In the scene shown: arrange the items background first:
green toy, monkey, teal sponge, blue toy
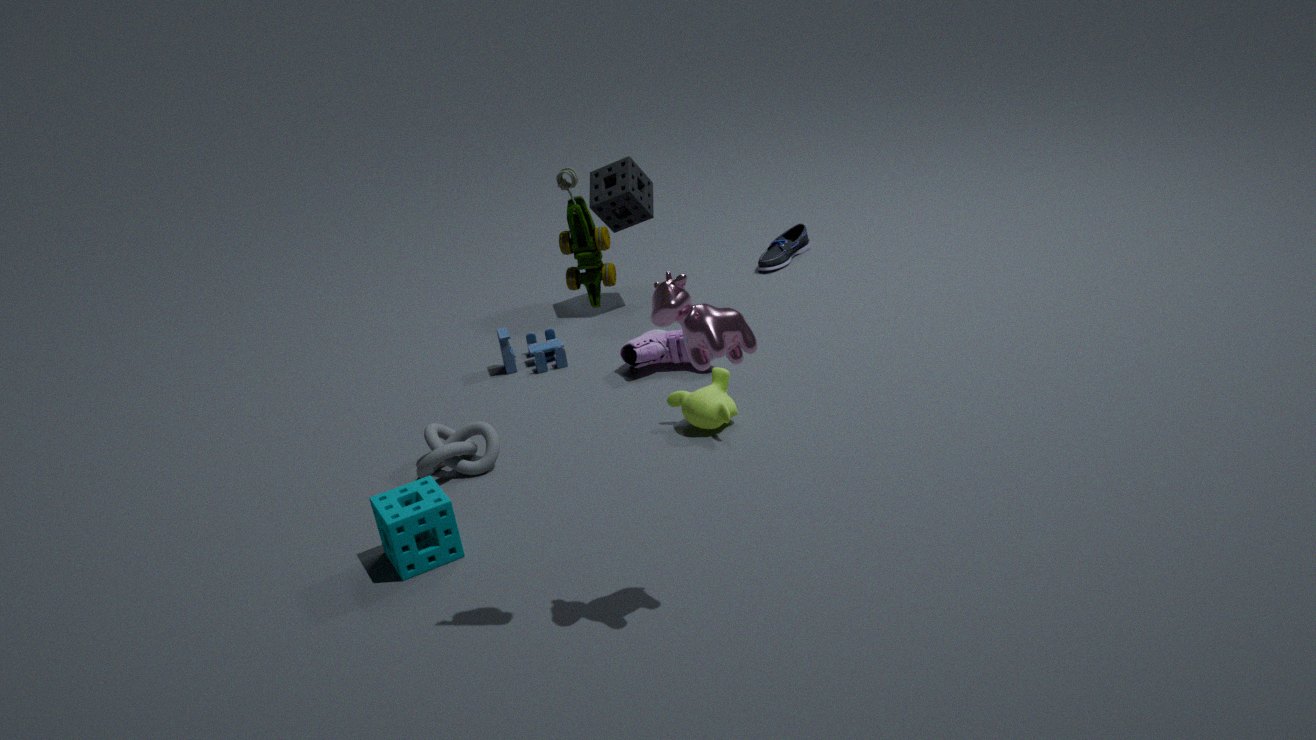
blue toy
monkey
teal sponge
green toy
